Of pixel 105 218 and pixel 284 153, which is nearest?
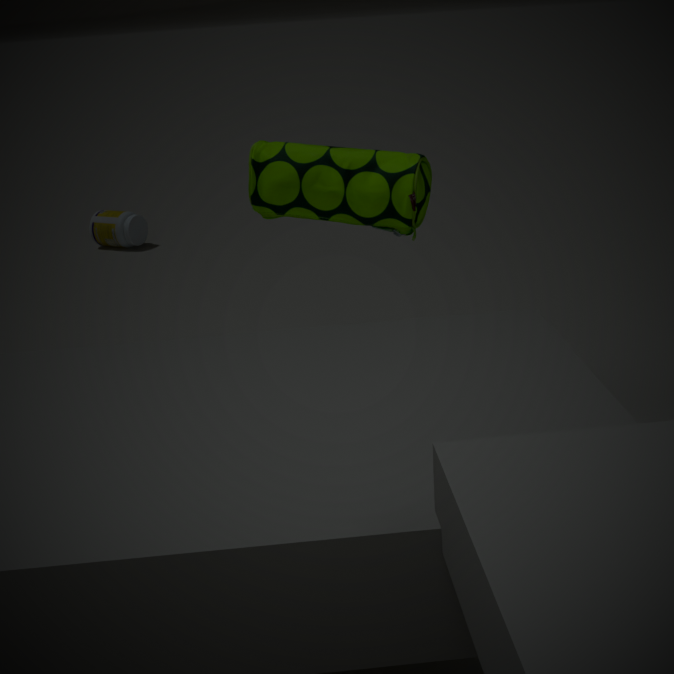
pixel 284 153
